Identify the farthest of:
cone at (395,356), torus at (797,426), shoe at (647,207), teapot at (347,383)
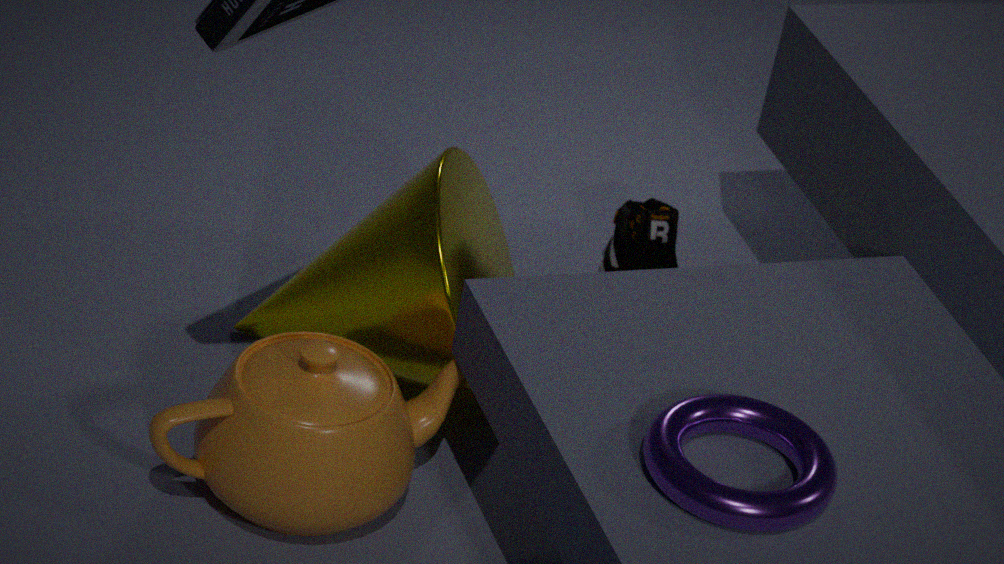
shoe at (647,207)
